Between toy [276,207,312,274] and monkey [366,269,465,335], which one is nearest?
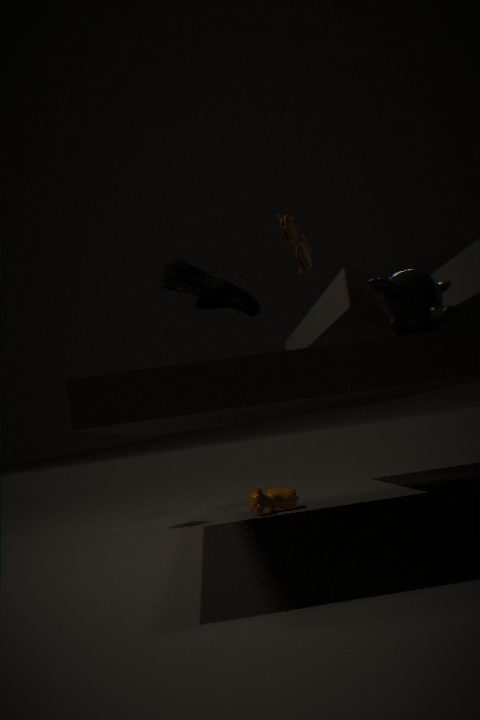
monkey [366,269,465,335]
